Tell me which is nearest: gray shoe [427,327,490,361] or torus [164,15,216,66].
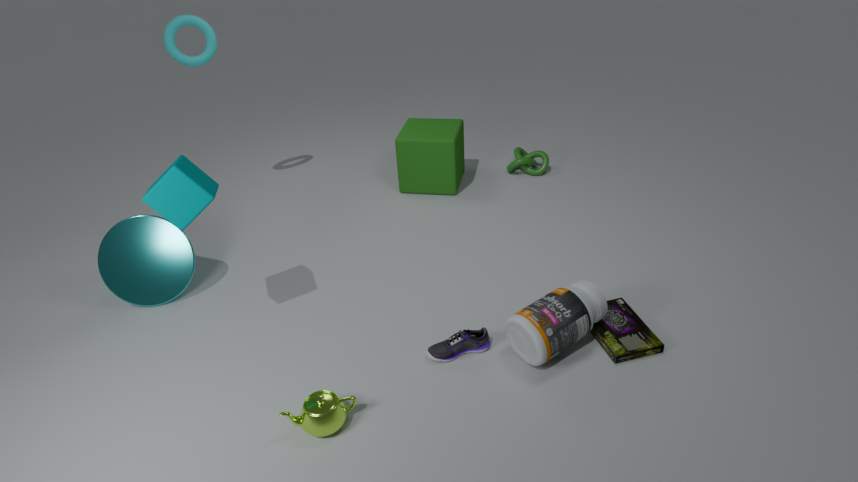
gray shoe [427,327,490,361]
